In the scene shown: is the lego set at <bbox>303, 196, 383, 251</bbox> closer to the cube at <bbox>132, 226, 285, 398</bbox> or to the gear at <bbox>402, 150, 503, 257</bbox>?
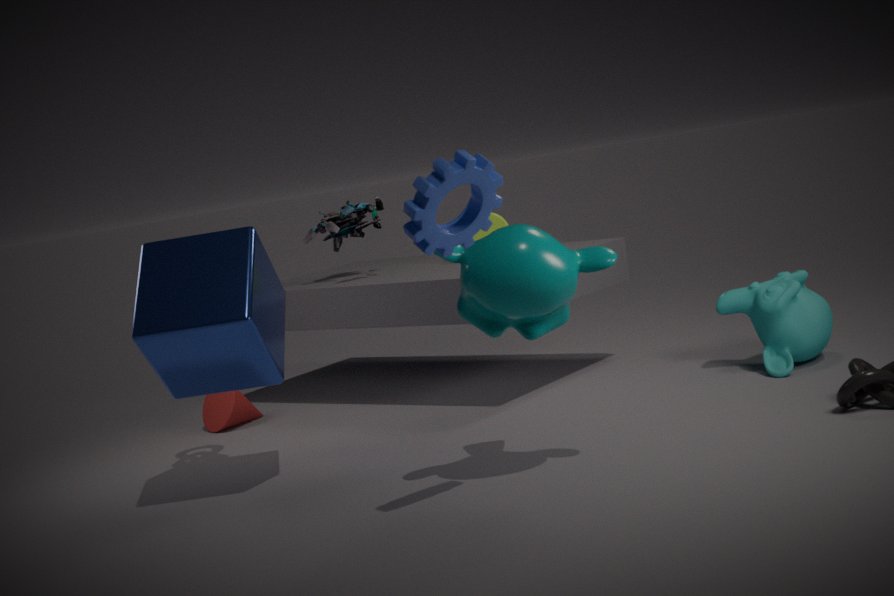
the cube at <bbox>132, 226, 285, 398</bbox>
